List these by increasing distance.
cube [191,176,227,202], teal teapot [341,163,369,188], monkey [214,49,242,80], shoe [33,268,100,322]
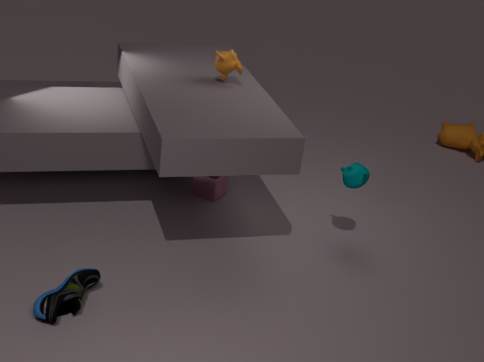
shoe [33,268,100,322] → teal teapot [341,163,369,188] → monkey [214,49,242,80] → cube [191,176,227,202]
